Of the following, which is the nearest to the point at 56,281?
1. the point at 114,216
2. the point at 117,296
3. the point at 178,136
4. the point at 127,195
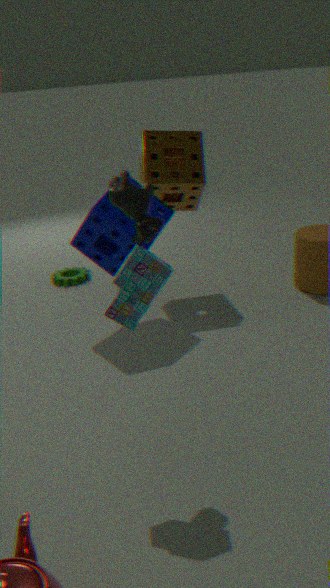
the point at 114,216
